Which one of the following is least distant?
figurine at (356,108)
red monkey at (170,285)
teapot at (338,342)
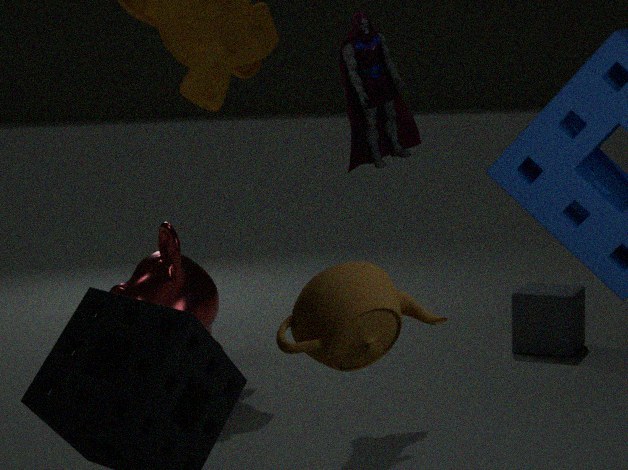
teapot at (338,342)
